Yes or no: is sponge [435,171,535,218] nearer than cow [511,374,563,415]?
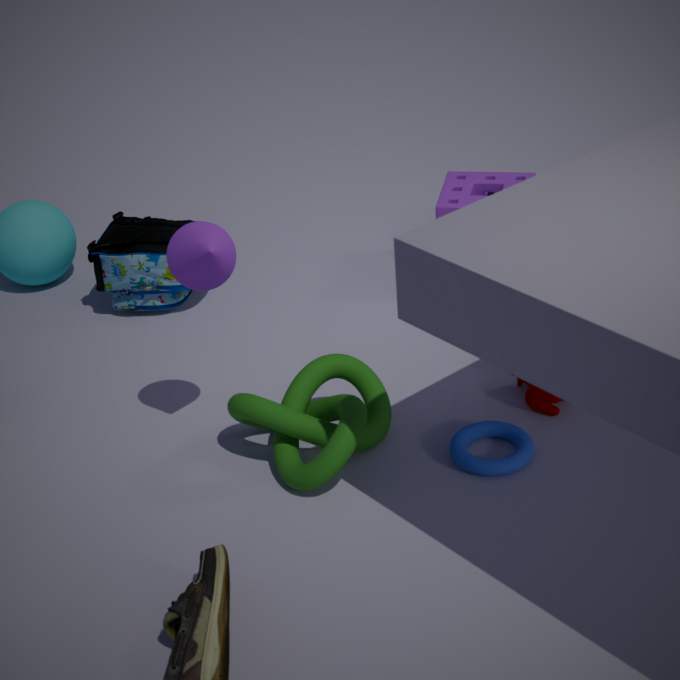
No
